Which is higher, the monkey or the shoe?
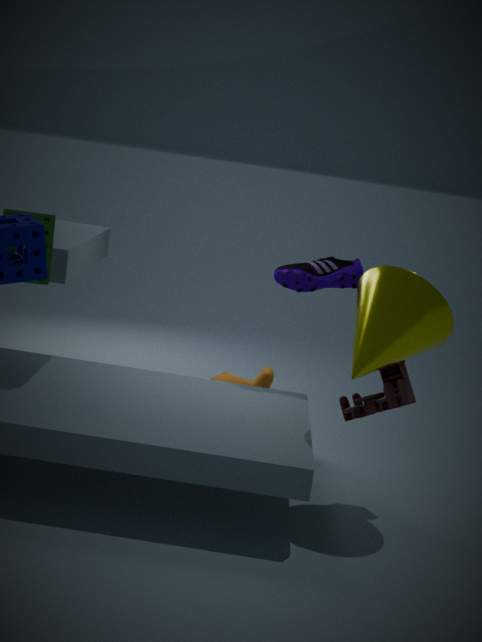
the shoe
